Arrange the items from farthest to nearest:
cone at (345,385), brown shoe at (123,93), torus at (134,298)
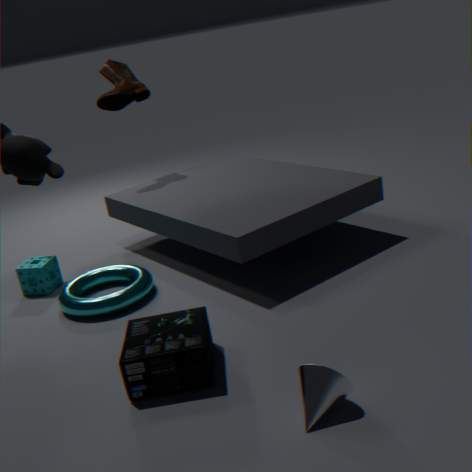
1. brown shoe at (123,93)
2. torus at (134,298)
3. cone at (345,385)
